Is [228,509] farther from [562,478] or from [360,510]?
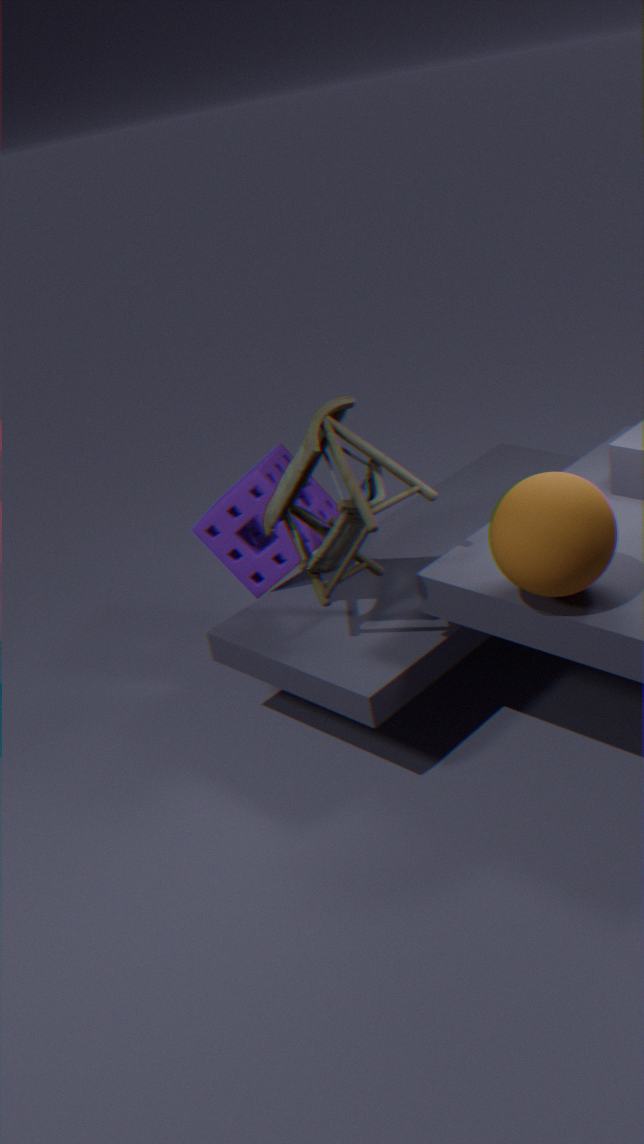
[562,478]
